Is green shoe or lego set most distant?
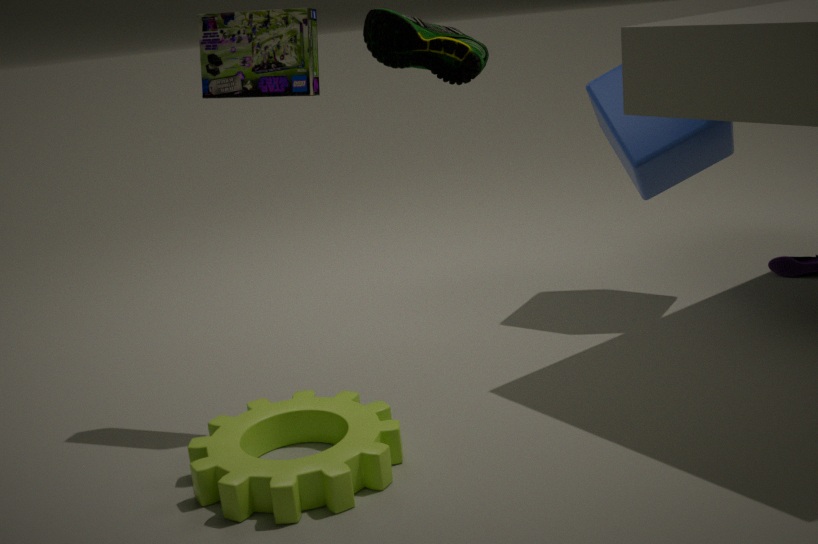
lego set
